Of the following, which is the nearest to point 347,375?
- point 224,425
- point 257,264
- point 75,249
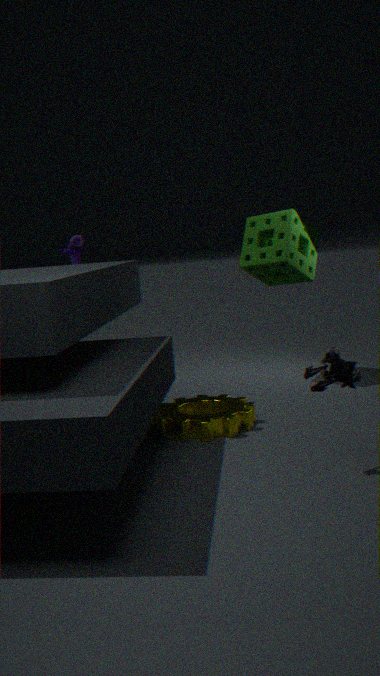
point 224,425
